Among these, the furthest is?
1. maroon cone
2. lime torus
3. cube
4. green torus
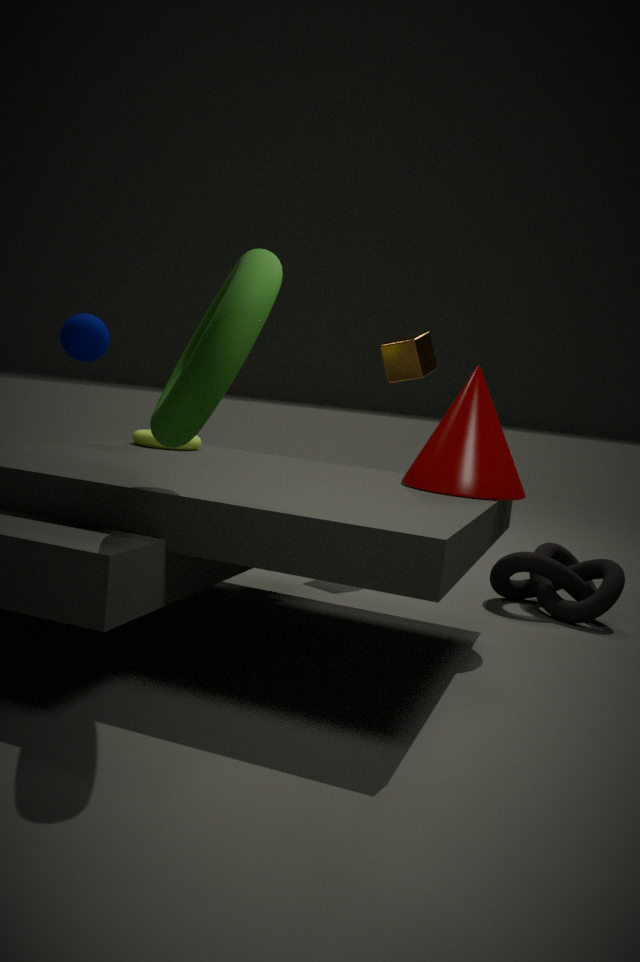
cube
